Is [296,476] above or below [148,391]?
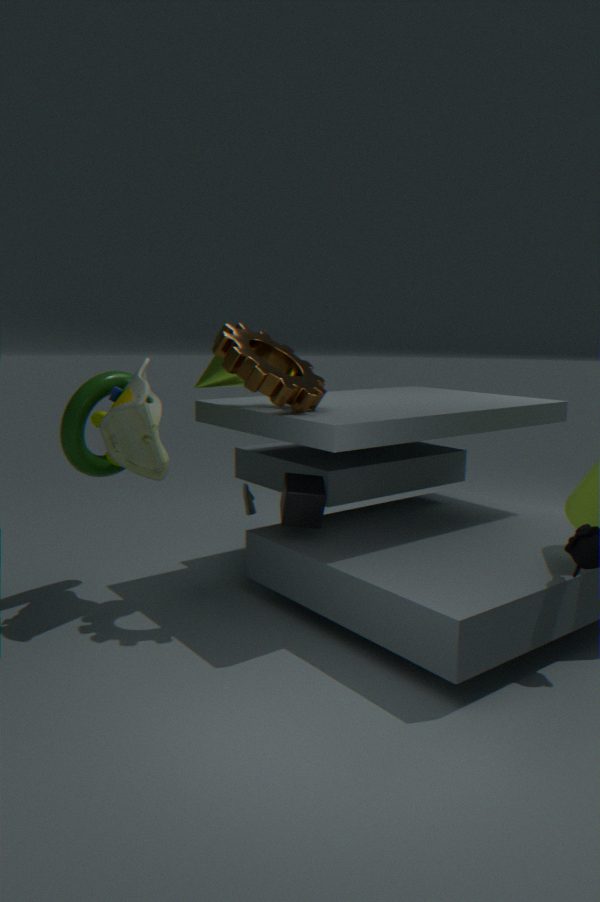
below
